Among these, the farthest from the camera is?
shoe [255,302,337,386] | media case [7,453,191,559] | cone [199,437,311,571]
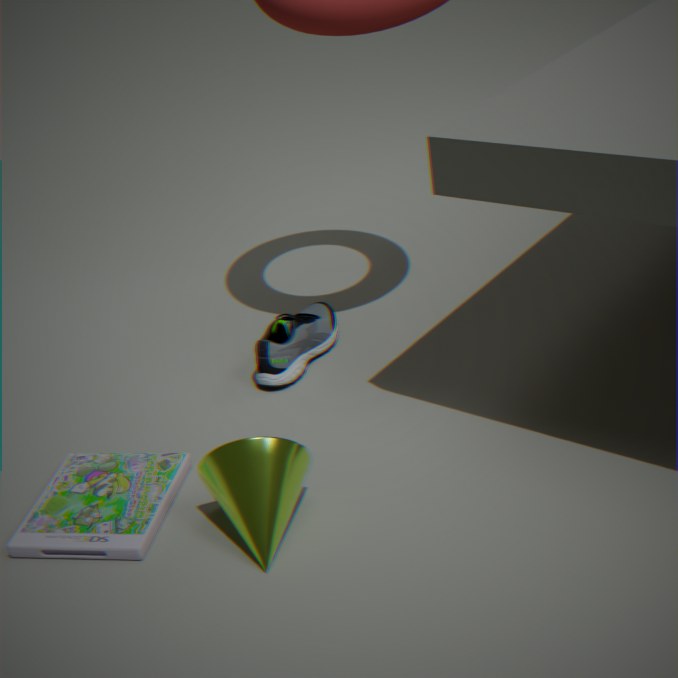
shoe [255,302,337,386]
